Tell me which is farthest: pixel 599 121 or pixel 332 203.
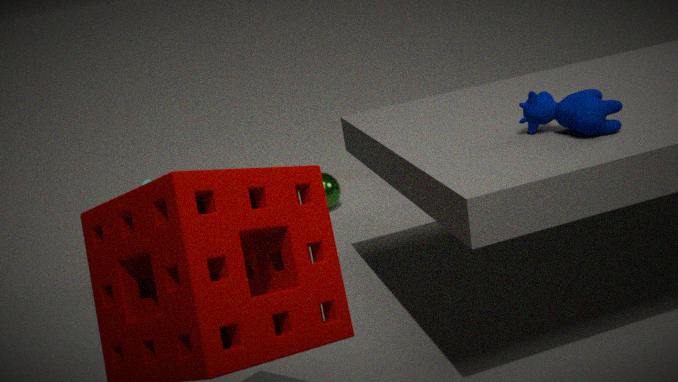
pixel 332 203
